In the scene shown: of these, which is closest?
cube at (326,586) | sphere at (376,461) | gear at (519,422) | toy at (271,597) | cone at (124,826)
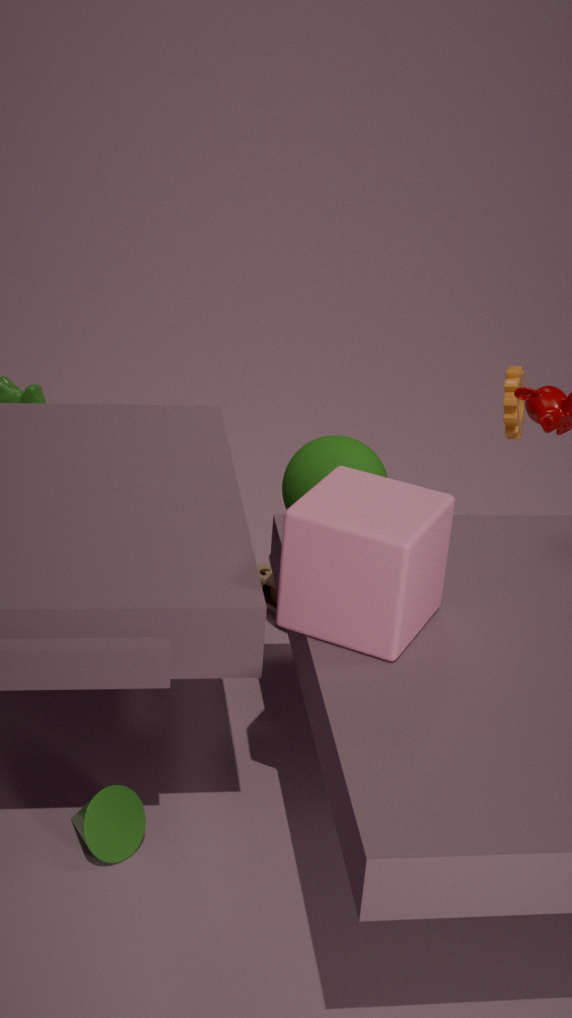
cube at (326,586)
